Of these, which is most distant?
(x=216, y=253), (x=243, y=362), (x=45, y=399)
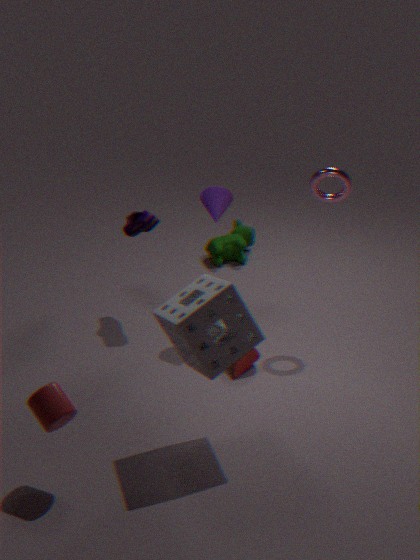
(x=216, y=253)
